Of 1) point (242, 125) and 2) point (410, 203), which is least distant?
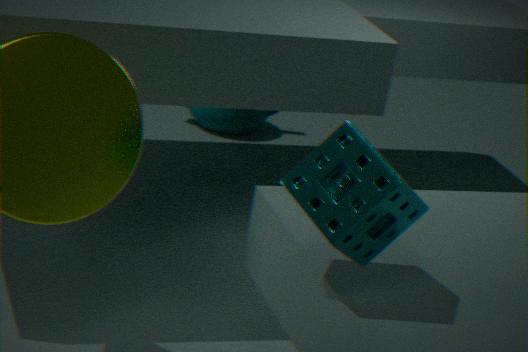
2. point (410, 203)
